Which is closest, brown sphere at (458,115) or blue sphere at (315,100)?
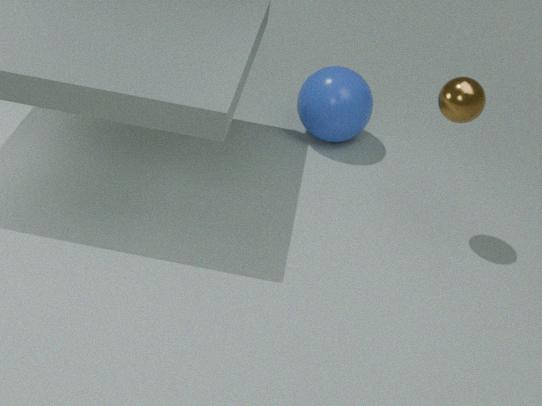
brown sphere at (458,115)
